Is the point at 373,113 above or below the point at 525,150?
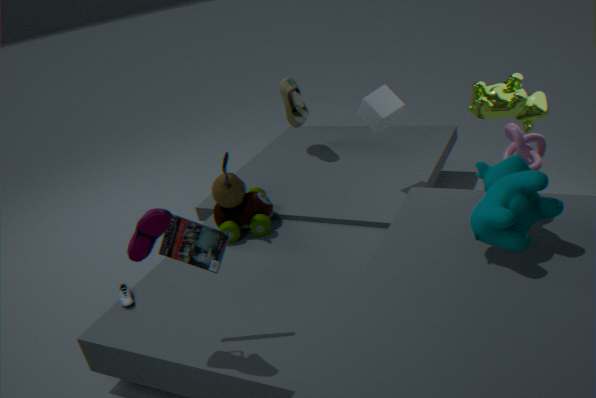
above
